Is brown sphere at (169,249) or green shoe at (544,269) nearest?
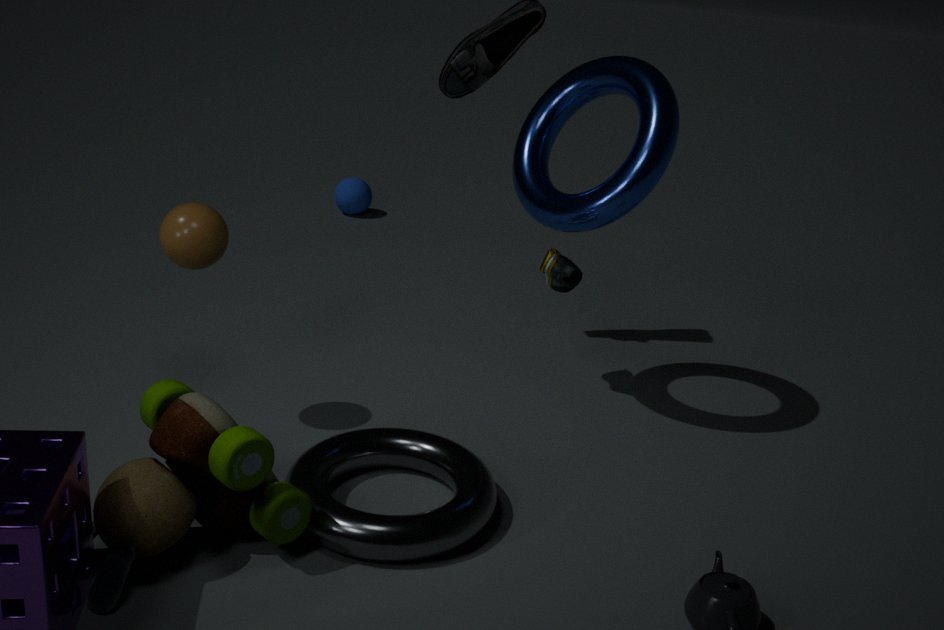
brown sphere at (169,249)
